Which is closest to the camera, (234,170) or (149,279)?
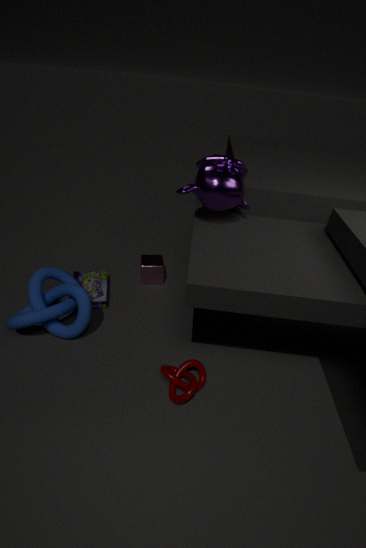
(234,170)
